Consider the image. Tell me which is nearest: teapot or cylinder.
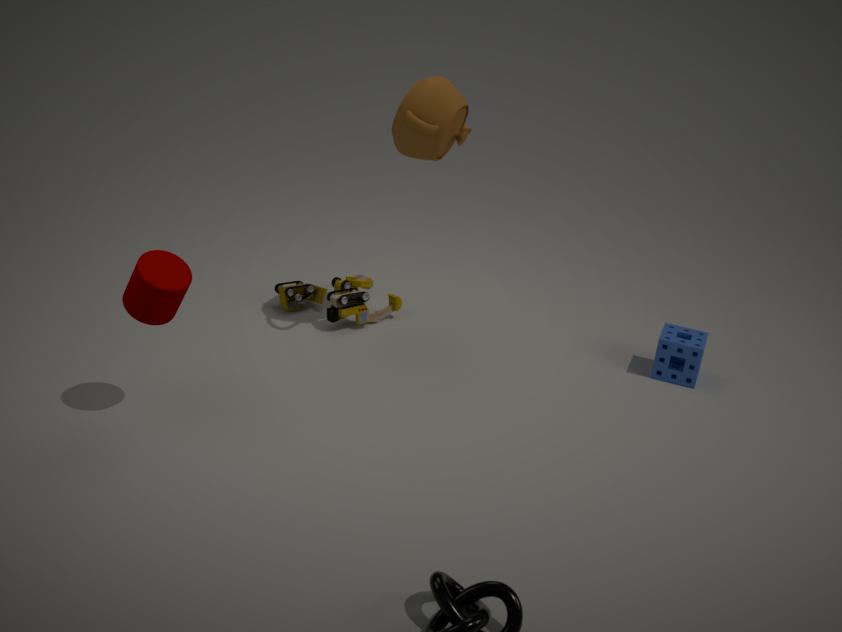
cylinder
